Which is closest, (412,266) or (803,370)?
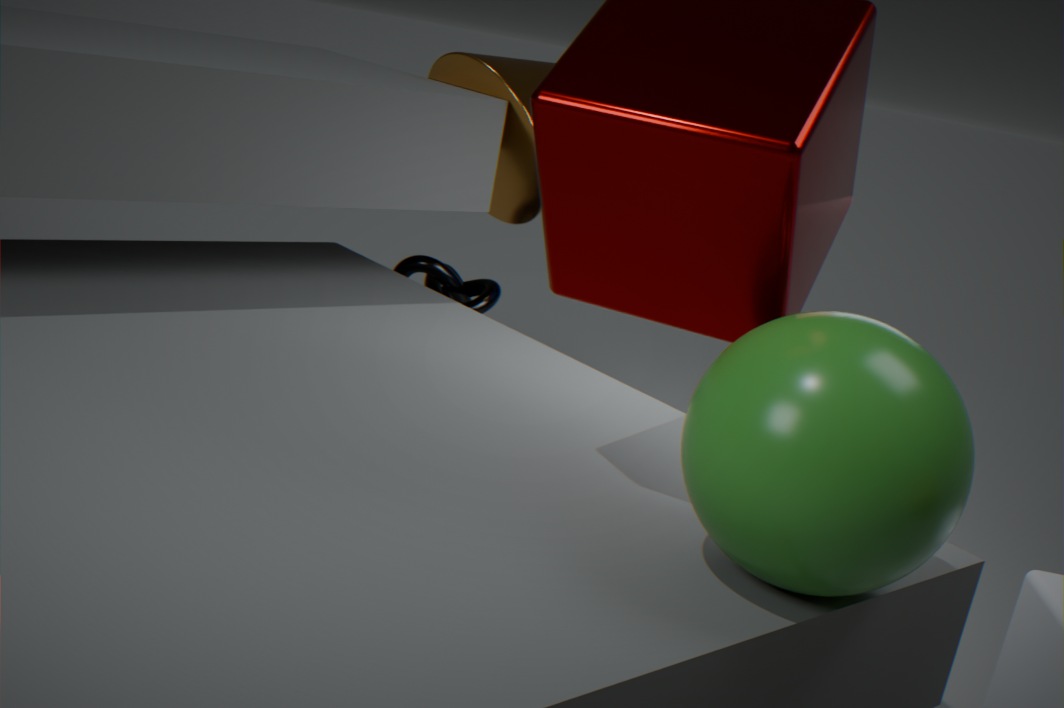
(803,370)
